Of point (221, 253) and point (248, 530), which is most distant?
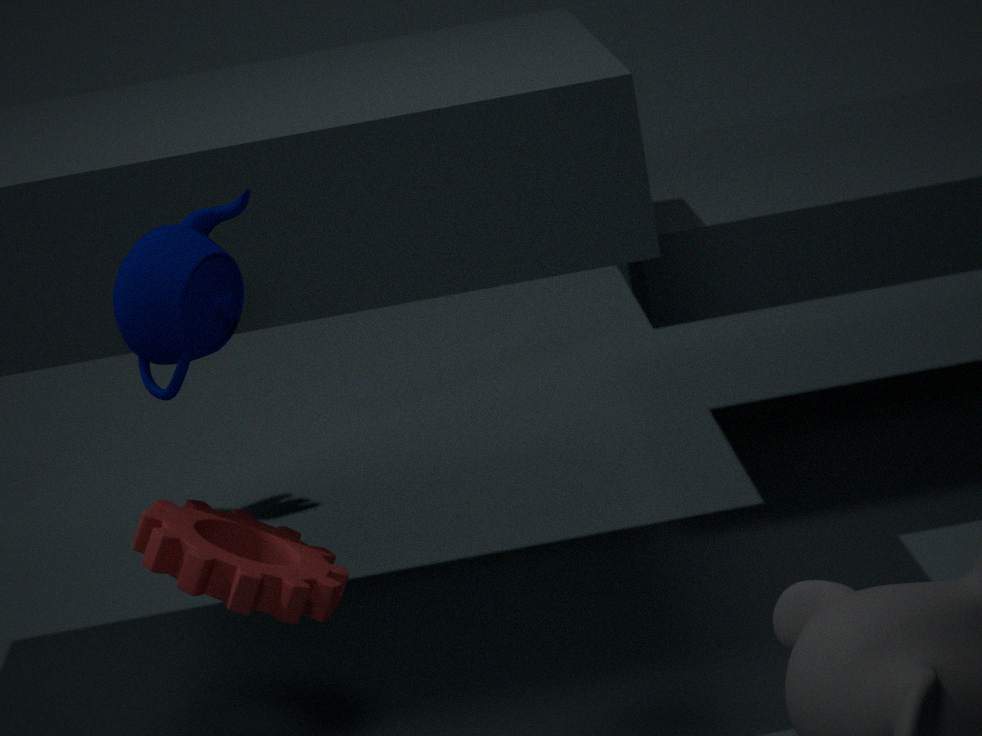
point (248, 530)
